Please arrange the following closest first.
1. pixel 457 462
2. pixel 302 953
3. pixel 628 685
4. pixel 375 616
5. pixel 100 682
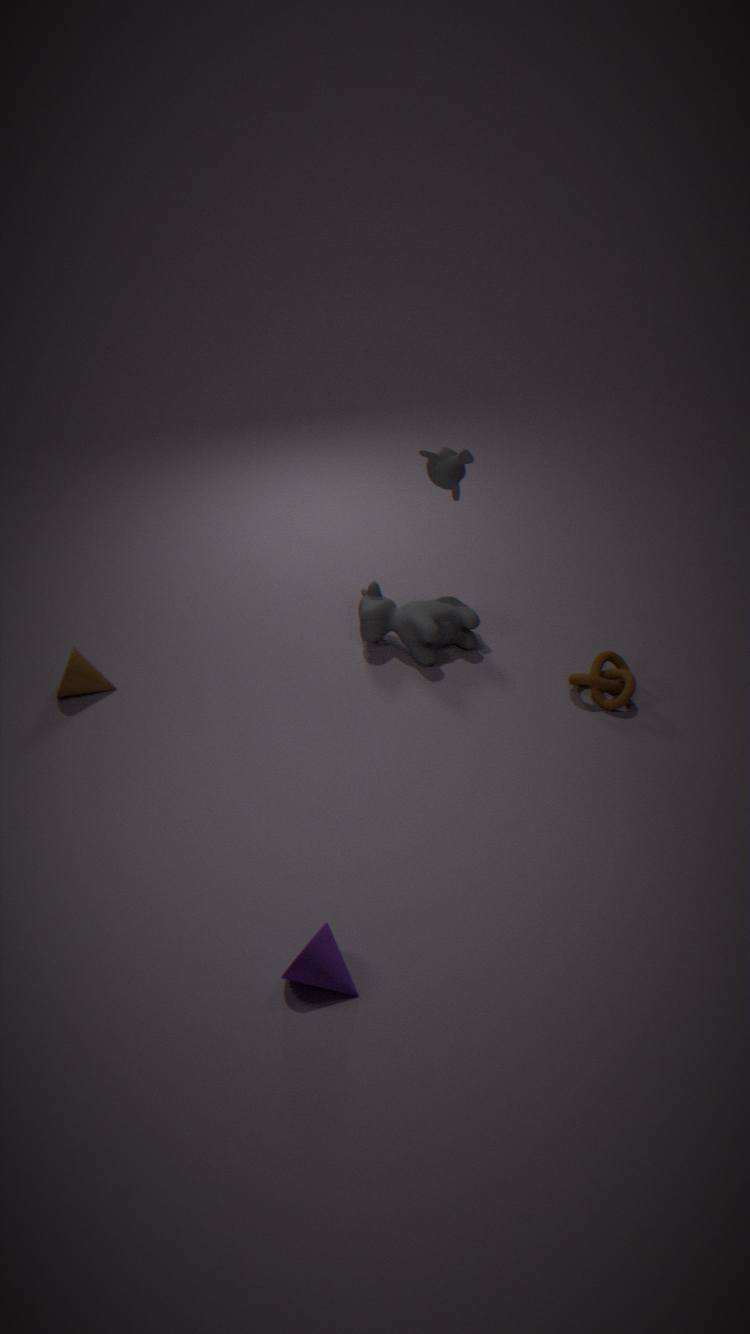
1. pixel 302 953
2. pixel 628 685
3. pixel 457 462
4. pixel 100 682
5. pixel 375 616
